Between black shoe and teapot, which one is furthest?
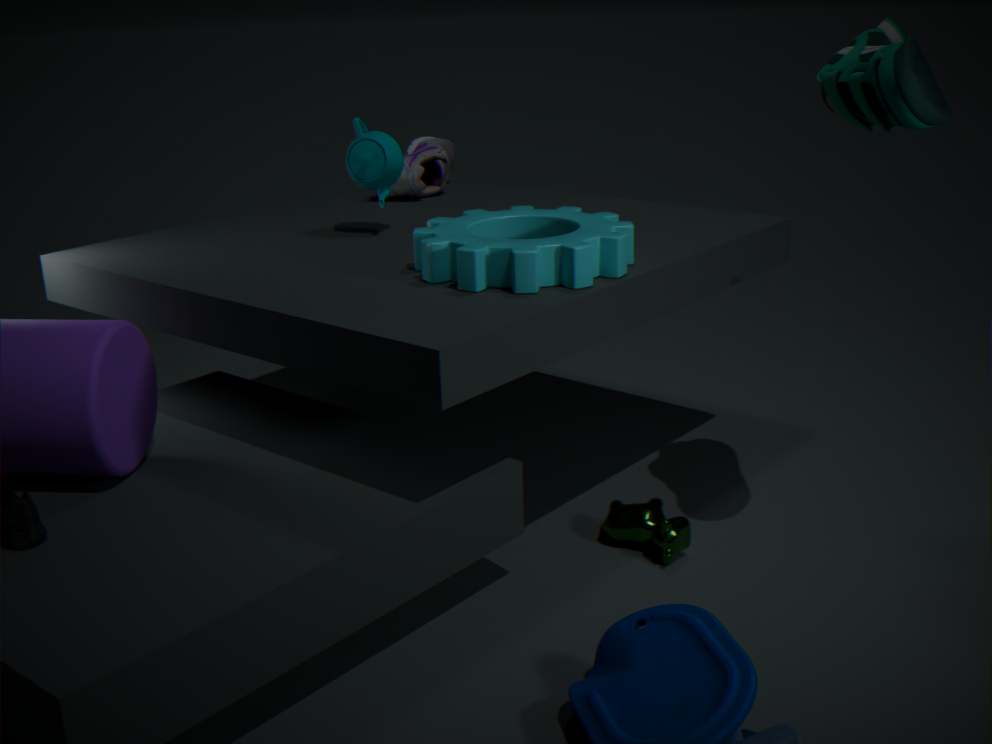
black shoe
